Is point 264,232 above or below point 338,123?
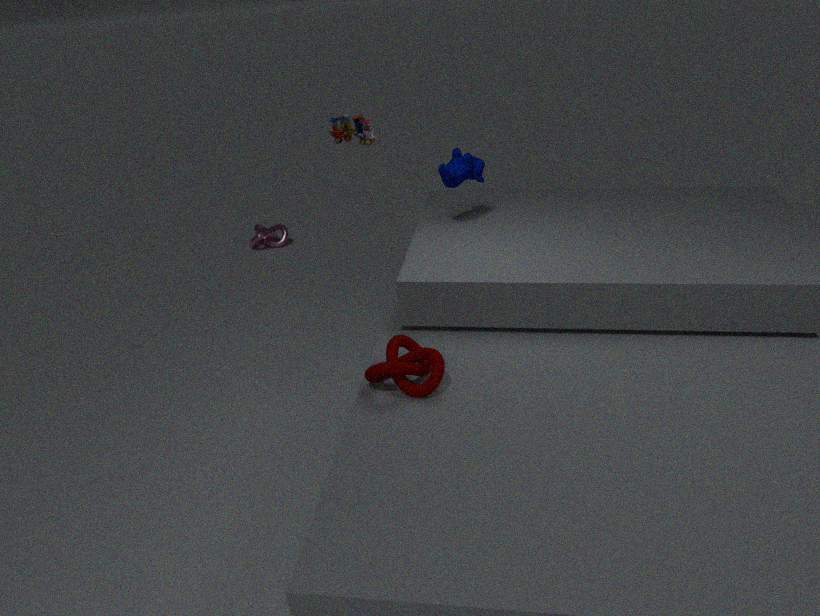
below
